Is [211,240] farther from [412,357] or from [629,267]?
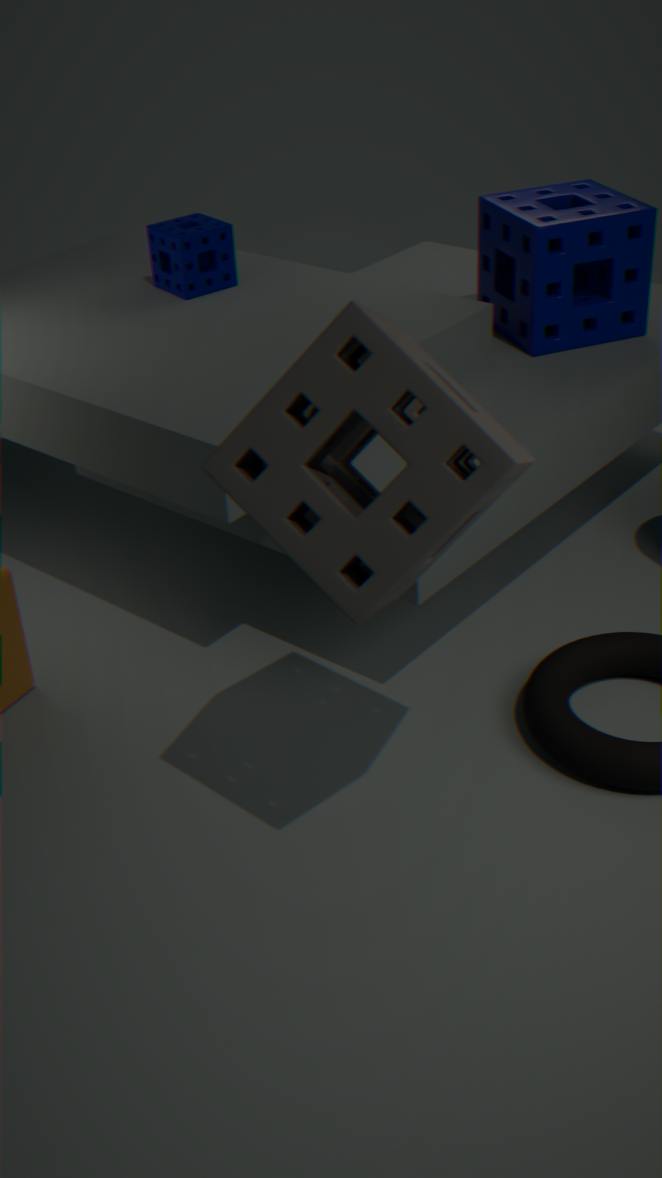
[412,357]
